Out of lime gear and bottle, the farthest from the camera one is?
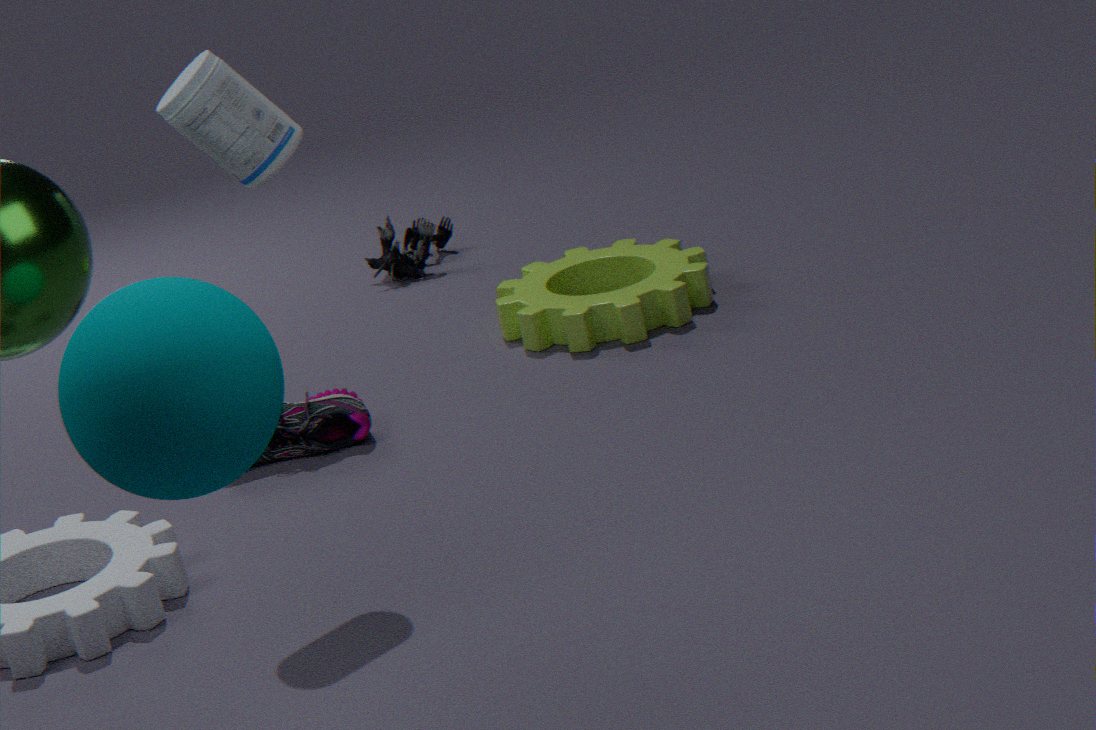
lime gear
